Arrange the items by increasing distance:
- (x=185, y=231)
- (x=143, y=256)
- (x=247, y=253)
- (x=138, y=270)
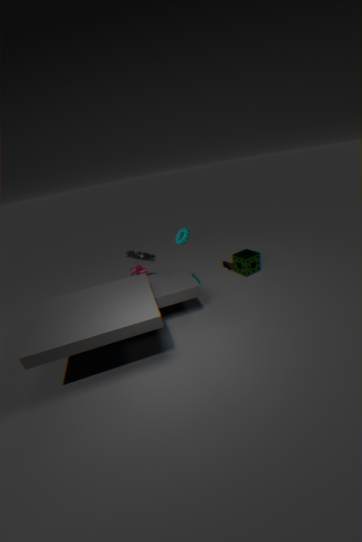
(x=185, y=231), (x=138, y=270), (x=143, y=256), (x=247, y=253)
